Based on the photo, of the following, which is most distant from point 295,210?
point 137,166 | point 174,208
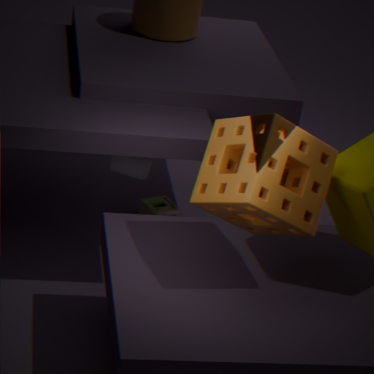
point 174,208
